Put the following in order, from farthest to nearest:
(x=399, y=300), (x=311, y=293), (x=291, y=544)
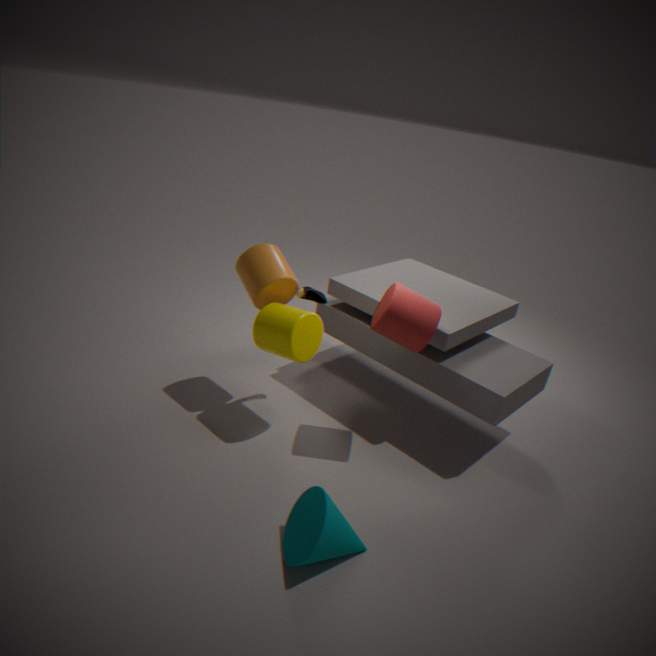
(x=311, y=293) < (x=399, y=300) < (x=291, y=544)
